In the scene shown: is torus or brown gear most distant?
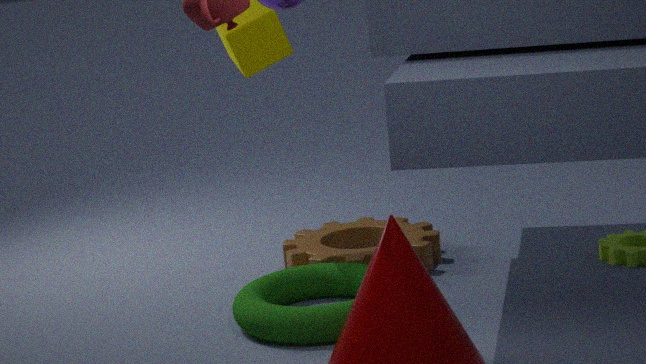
brown gear
